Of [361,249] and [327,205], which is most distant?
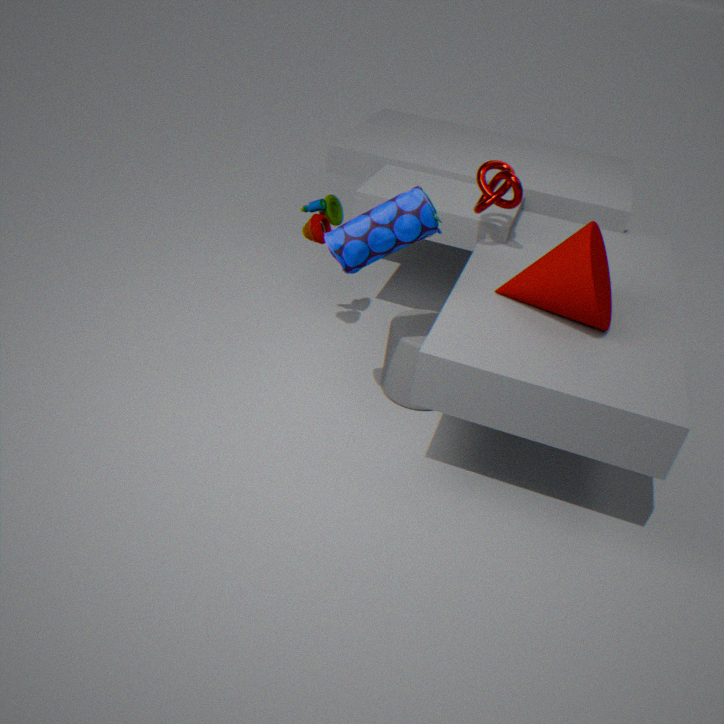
[327,205]
